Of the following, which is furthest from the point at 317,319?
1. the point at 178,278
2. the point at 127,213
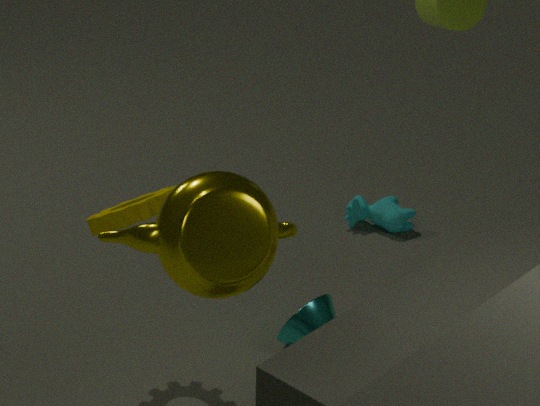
the point at 127,213
